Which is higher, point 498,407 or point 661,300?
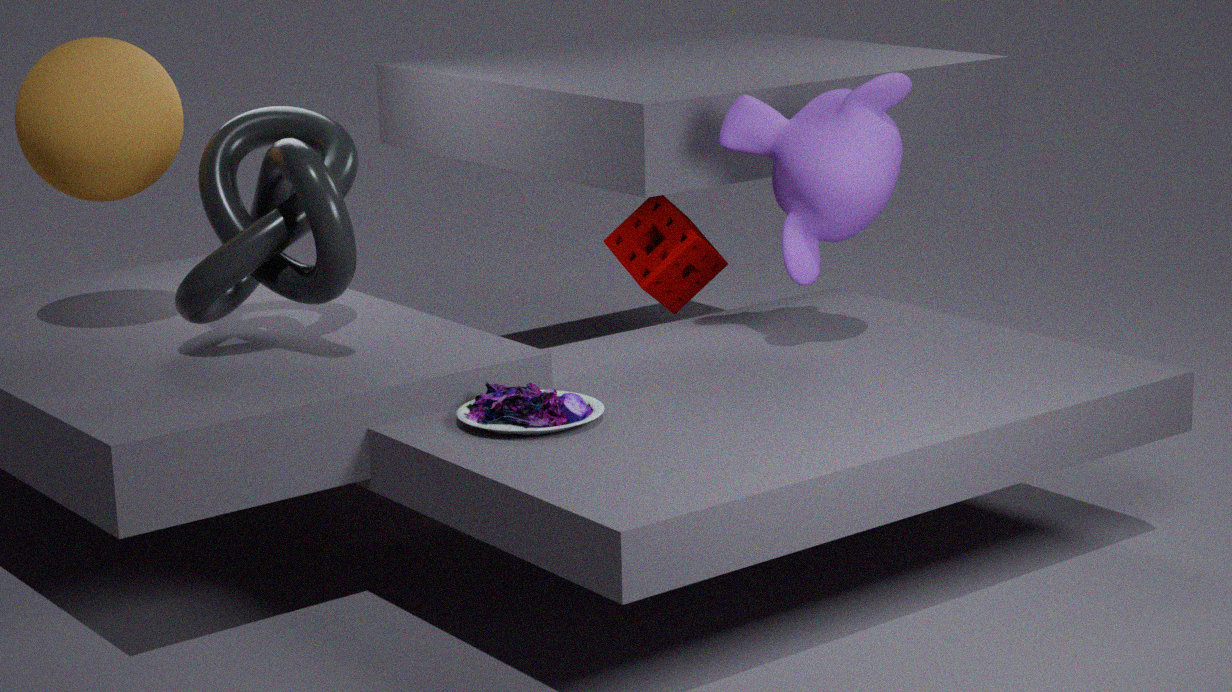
point 661,300
